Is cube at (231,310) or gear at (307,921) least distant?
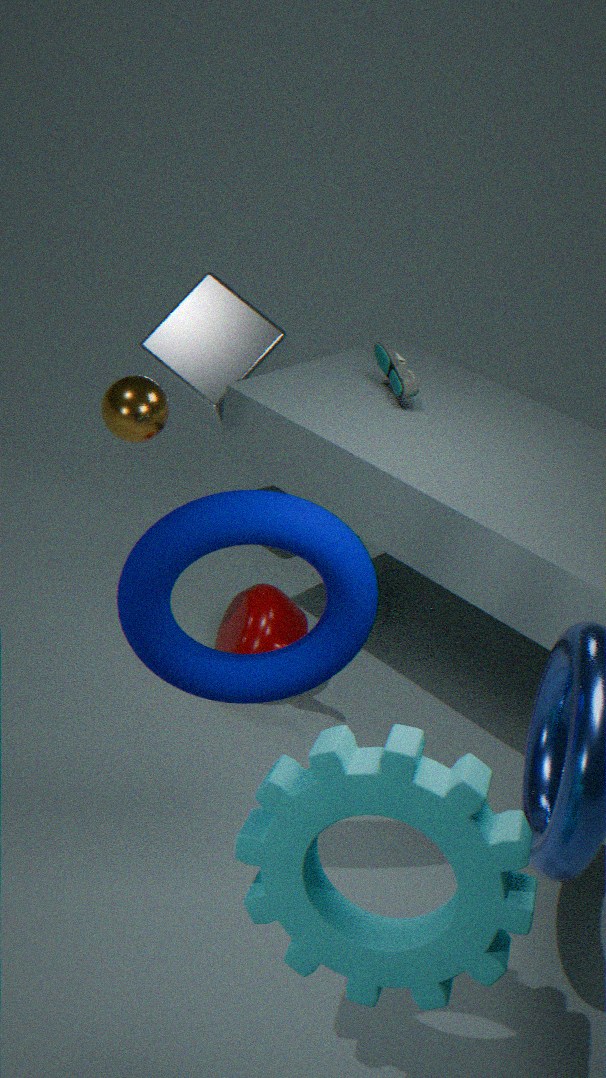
gear at (307,921)
